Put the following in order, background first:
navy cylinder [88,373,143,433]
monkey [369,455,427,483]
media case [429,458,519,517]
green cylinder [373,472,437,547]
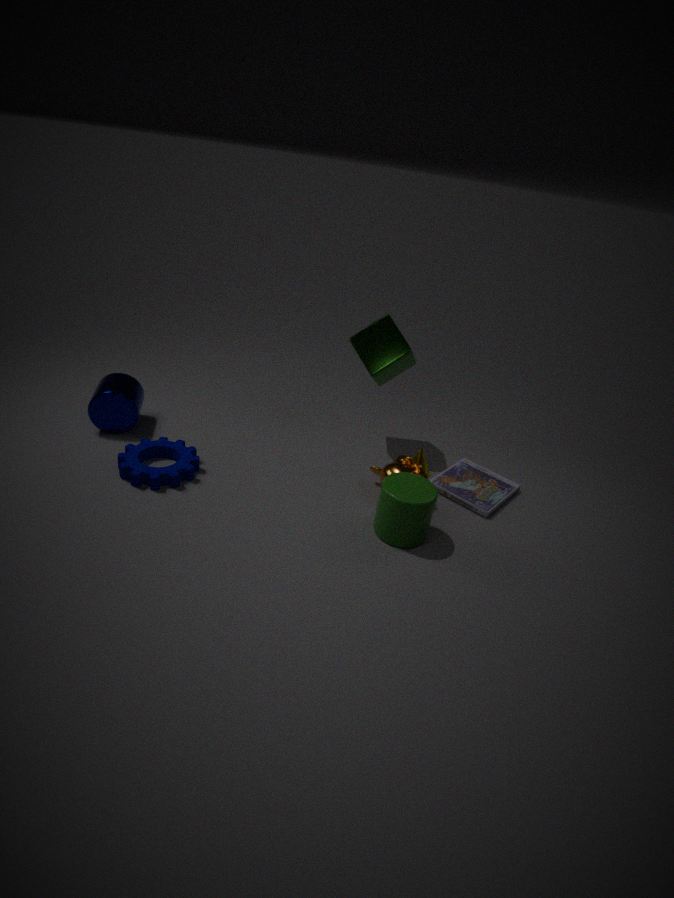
navy cylinder [88,373,143,433] → media case [429,458,519,517] → monkey [369,455,427,483] → green cylinder [373,472,437,547]
